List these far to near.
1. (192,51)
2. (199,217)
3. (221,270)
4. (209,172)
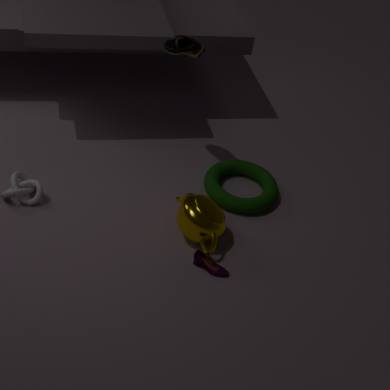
(209,172) → (192,51) → (199,217) → (221,270)
